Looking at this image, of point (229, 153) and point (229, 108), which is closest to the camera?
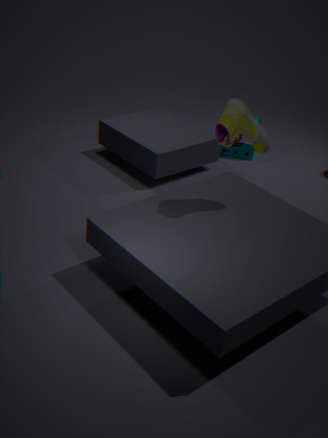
point (229, 108)
